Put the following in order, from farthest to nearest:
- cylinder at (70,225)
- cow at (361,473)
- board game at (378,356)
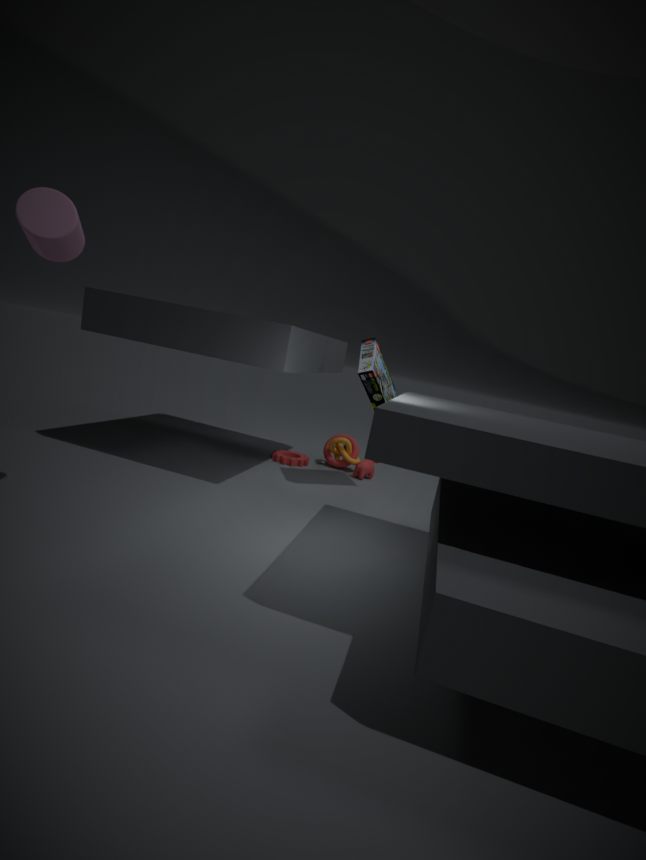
cow at (361,473), board game at (378,356), cylinder at (70,225)
